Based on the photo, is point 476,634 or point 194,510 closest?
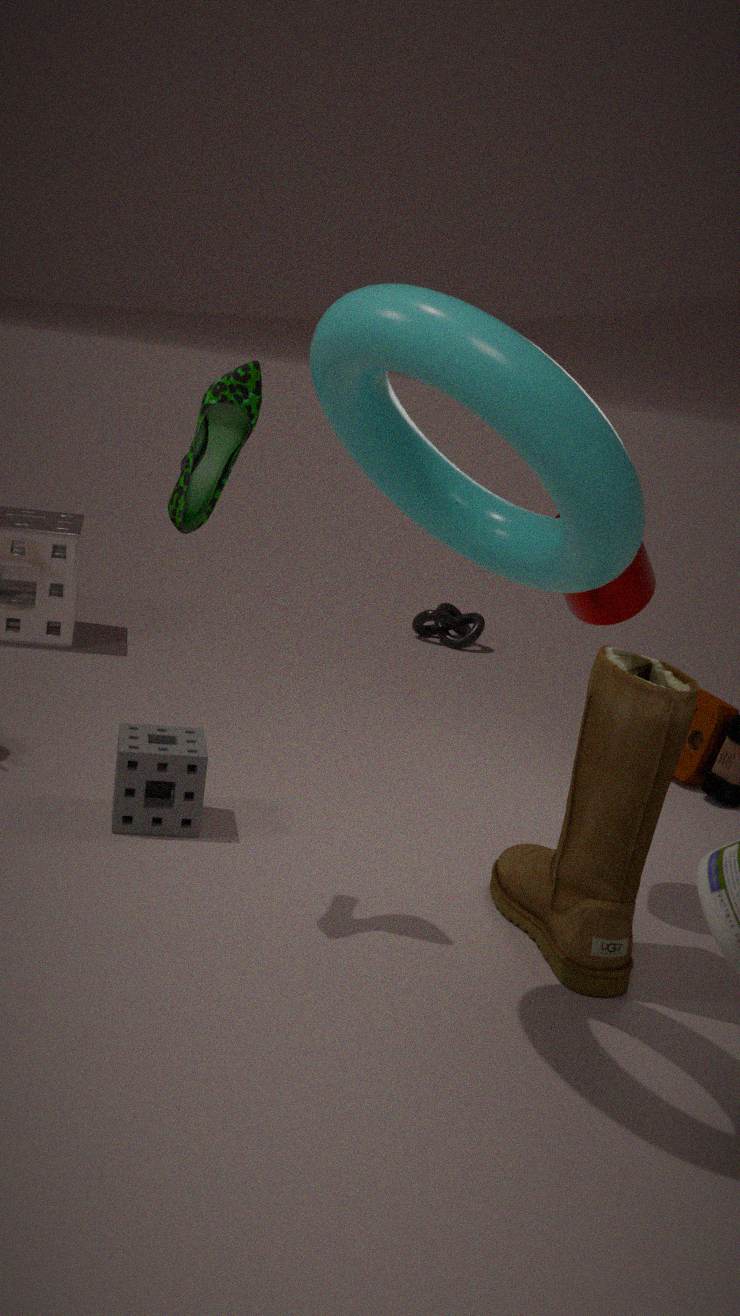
point 194,510
